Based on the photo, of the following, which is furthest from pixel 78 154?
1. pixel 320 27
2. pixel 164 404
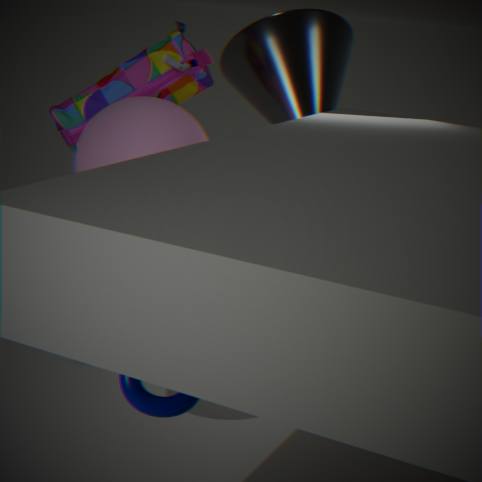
pixel 320 27
